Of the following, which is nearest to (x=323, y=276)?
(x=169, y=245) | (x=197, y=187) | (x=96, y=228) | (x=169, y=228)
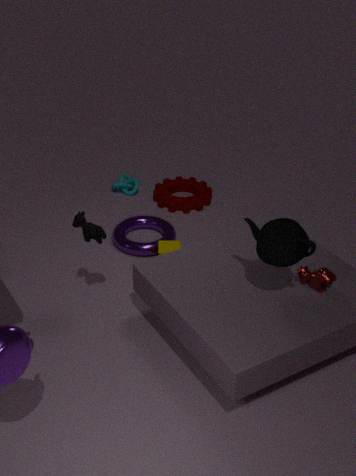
(x=169, y=245)
